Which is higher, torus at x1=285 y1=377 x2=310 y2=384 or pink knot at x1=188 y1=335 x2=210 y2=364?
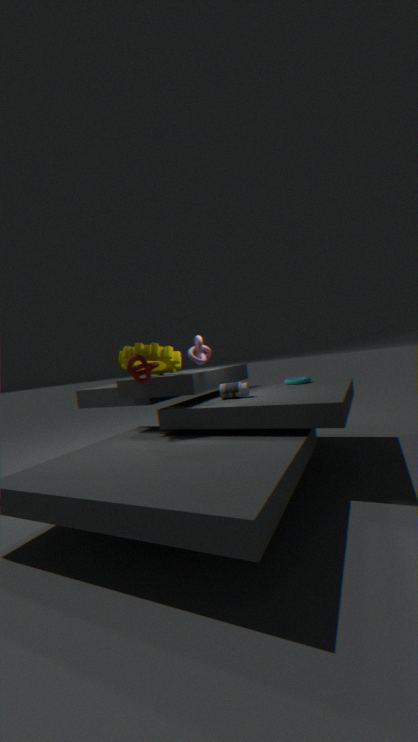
pink knot at x1=188 y1=335 x2=210 y2=364
